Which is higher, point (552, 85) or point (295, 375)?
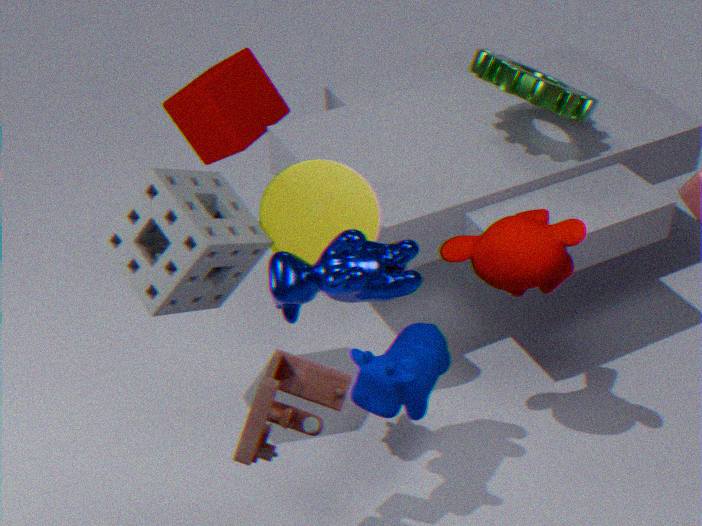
point (552, 85)
